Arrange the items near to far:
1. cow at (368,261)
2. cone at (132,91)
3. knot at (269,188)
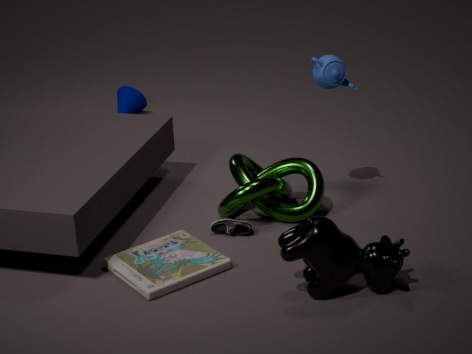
cow at (368,261), knot at (269,188), cone at (132,91)
